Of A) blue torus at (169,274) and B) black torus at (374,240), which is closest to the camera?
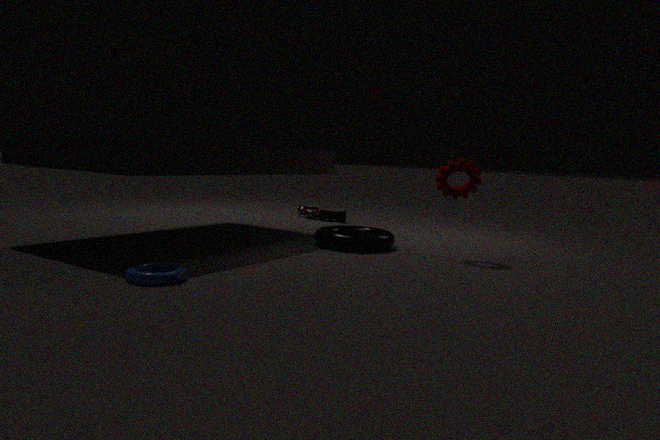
A. blue torus at (169,274)
